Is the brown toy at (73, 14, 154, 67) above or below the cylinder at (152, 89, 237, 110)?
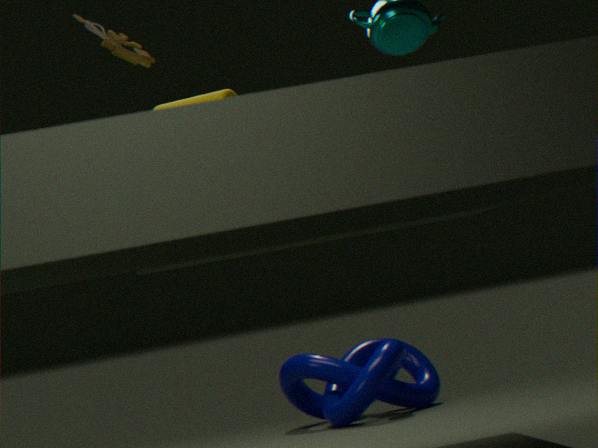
above
